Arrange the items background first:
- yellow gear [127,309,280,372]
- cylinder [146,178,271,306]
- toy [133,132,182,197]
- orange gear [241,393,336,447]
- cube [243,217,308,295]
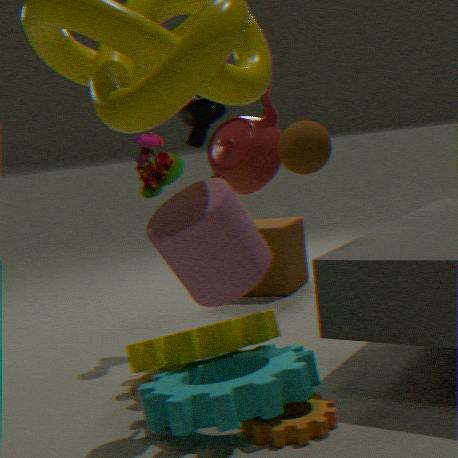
cube [243,217,308,295], toy [133,132,182,197], yellow gear [127,309,280,372], orange gear [241,393,336,447], cylinder [146,178,271,306]
